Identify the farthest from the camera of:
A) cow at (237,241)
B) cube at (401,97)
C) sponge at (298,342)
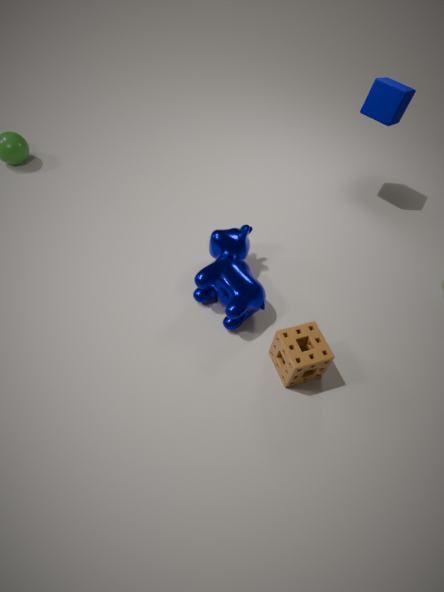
cube at (401,97)
